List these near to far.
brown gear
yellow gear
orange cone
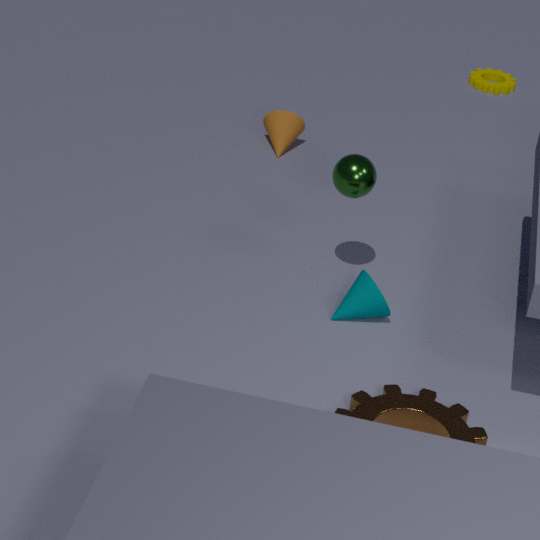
brown gear → orange cone → yellow gear
